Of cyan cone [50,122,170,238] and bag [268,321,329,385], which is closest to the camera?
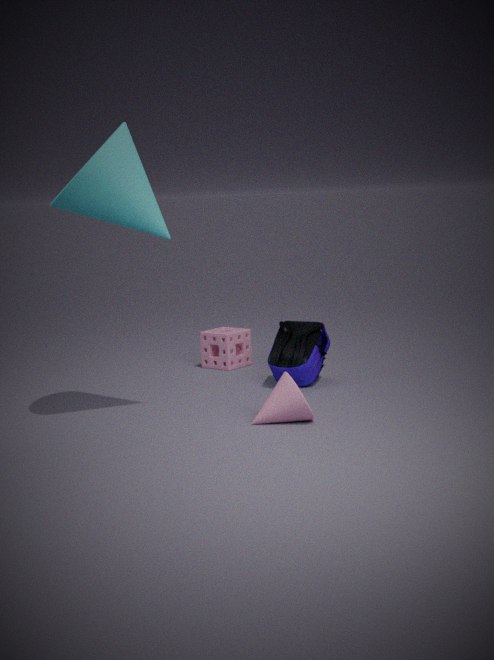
cyan cone [50,122,170,238]
